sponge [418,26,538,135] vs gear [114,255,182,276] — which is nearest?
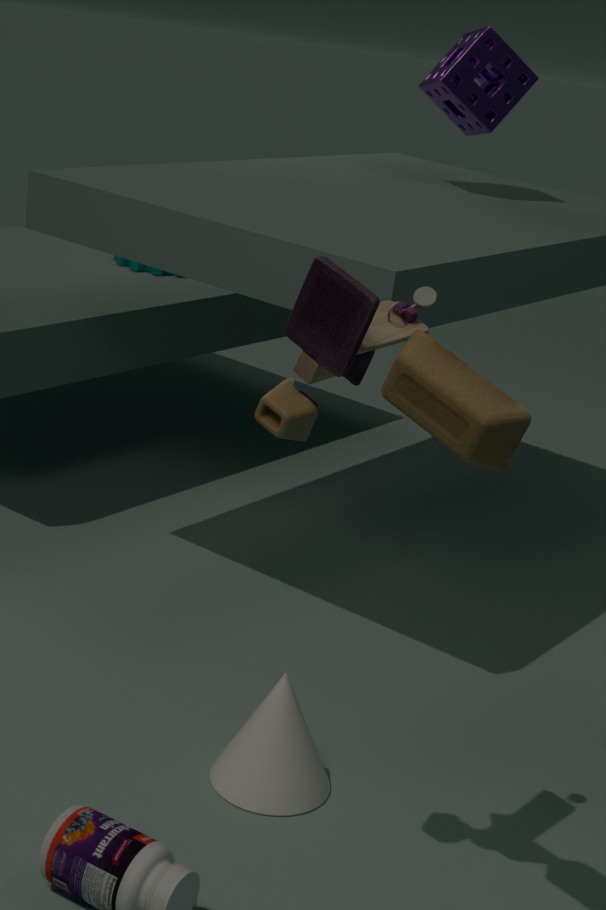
sponge [418,26,538,135]
